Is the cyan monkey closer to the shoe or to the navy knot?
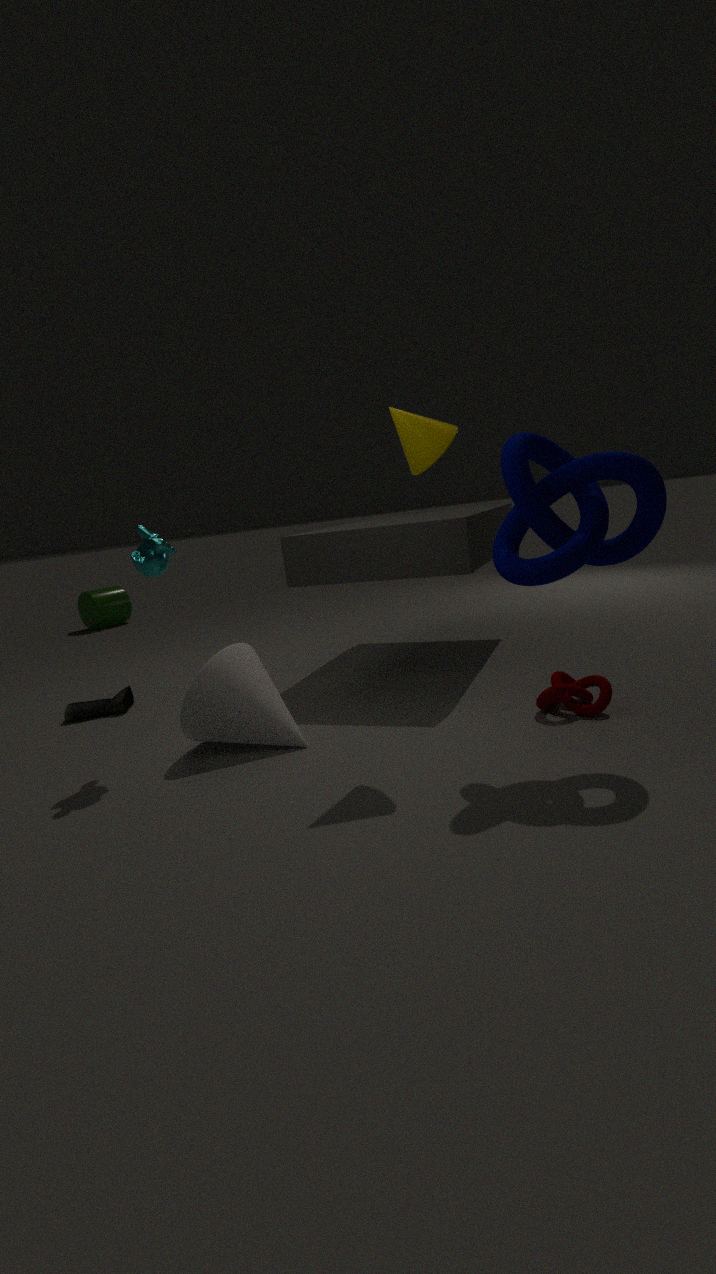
the shoe
